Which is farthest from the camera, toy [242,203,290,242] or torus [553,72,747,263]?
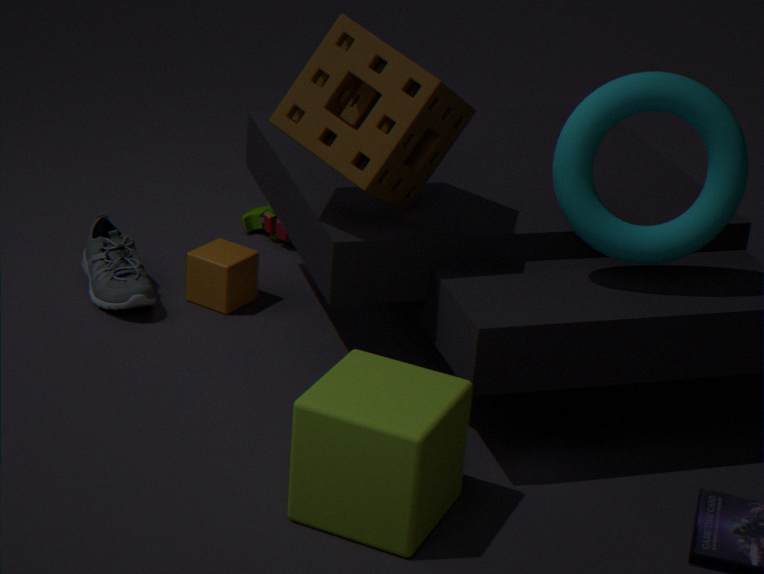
toy [242,203,290,242]
